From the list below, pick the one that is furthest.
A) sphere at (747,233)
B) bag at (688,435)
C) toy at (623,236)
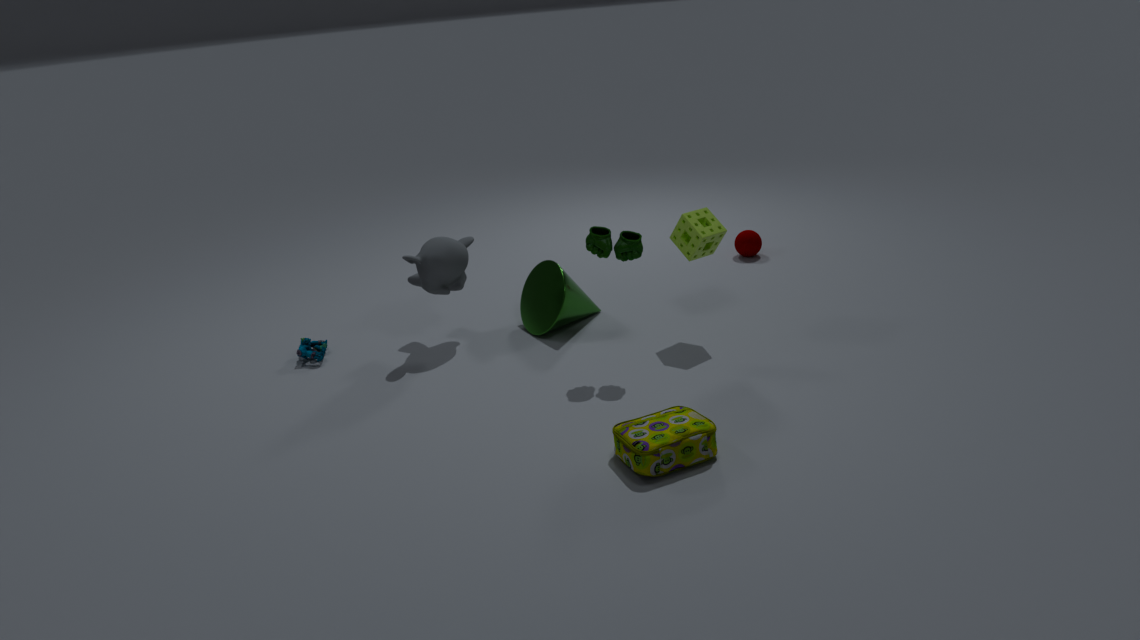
sphere at (747,233)
